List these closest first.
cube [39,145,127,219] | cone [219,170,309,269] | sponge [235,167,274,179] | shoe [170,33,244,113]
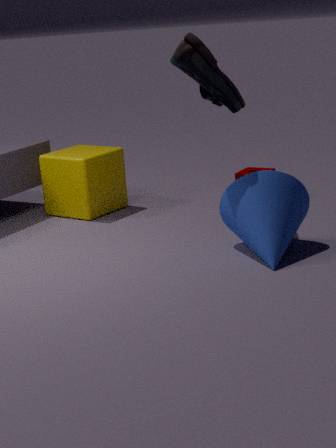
1. cone [219,170,309,269]
2. shoe [170,33,244,113]
3. cube [39,145,127,219]
4. sponge [235,167,274,179]
